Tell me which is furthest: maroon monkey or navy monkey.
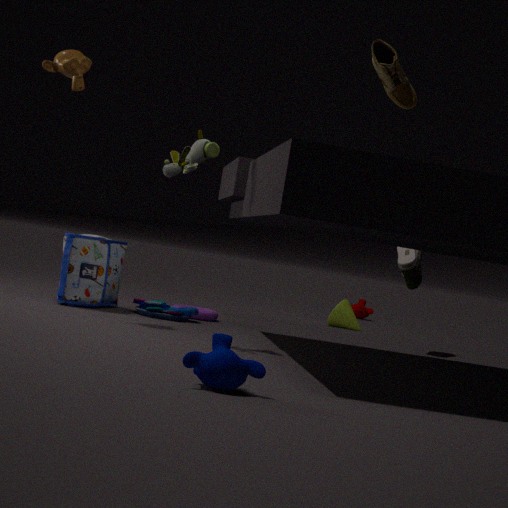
maroon monkey
